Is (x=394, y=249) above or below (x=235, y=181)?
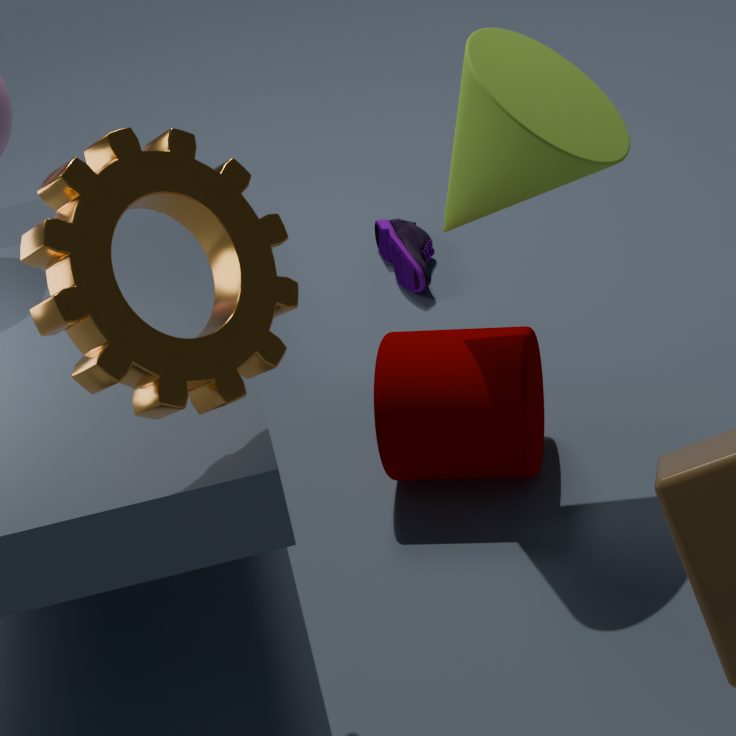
below
